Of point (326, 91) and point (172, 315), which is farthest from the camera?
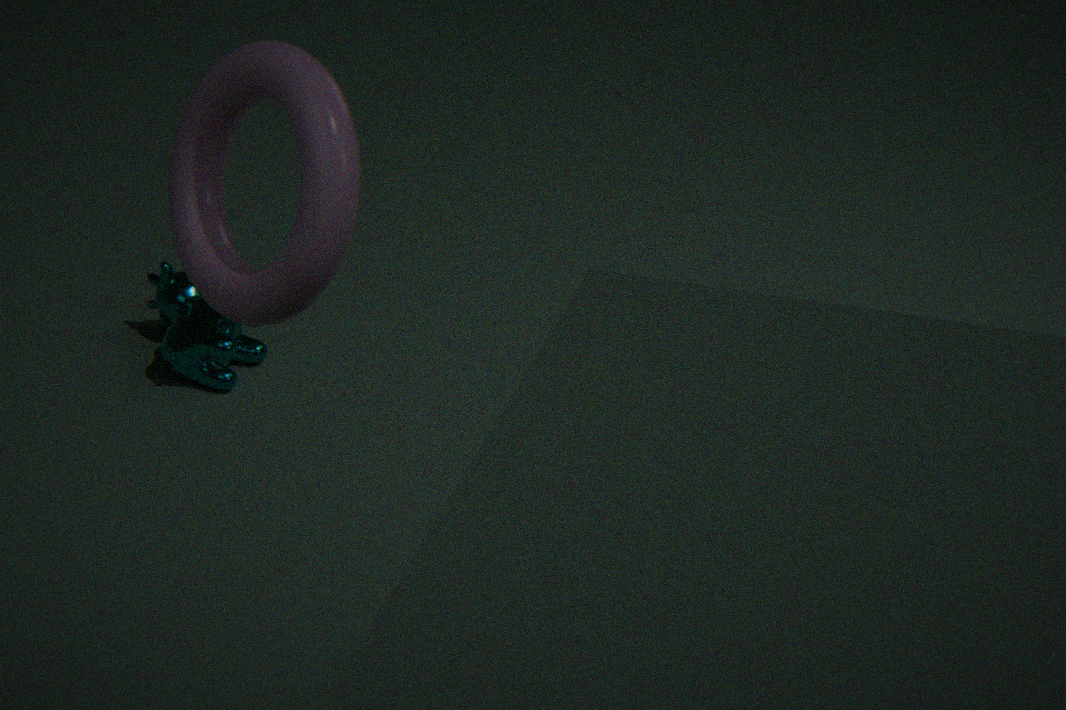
point (172, 315)
